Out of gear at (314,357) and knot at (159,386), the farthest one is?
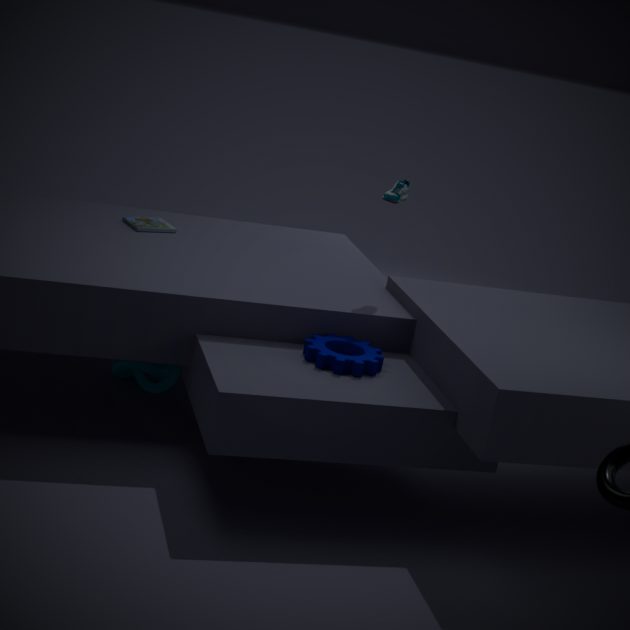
knot at (159,386)
